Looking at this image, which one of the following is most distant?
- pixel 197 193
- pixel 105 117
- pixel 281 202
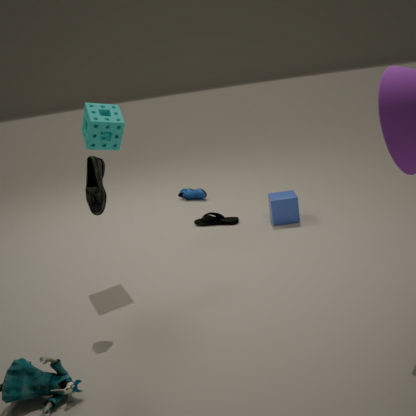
pixel 197 193
